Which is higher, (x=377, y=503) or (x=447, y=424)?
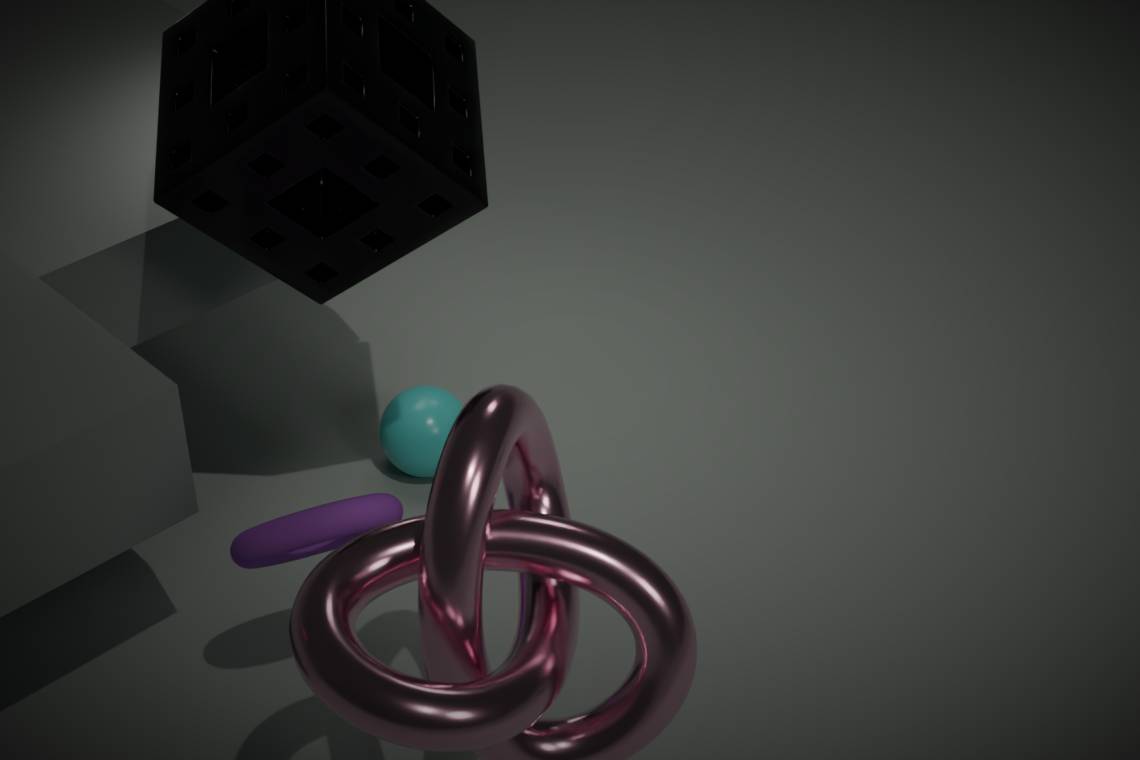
(x=377, y=503)
